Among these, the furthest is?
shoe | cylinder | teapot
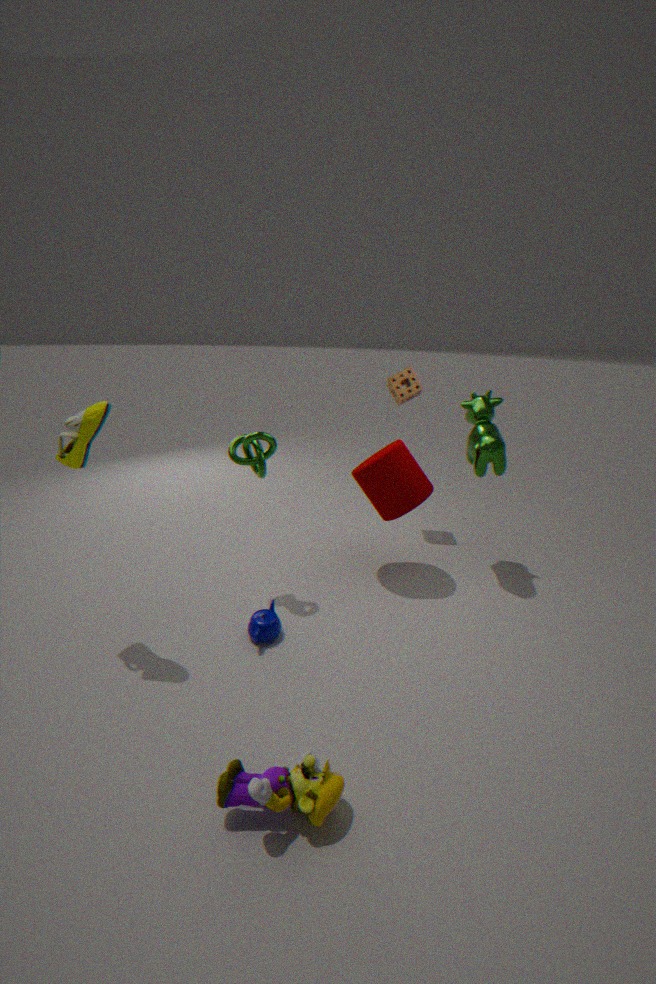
cylinder
